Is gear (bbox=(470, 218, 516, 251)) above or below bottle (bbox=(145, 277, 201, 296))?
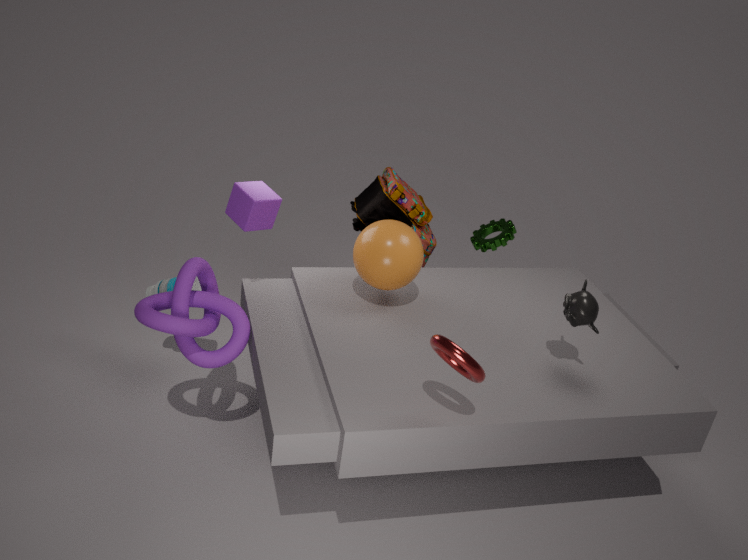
above
